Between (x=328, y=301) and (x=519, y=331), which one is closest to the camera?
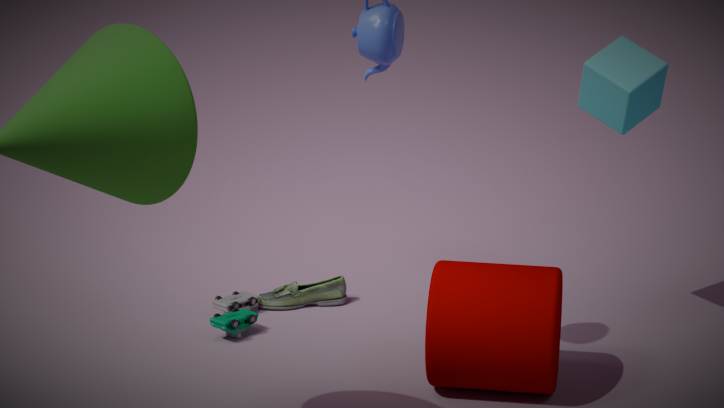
(x=519, y=331)
